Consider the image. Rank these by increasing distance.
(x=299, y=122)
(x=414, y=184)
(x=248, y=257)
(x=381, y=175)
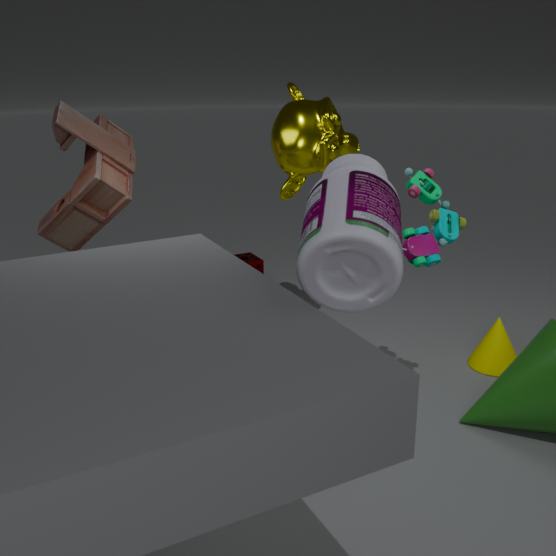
(x=381, y=175) → (x=414, y=184) → (x=299, y=122) → (x=248, y=257)
